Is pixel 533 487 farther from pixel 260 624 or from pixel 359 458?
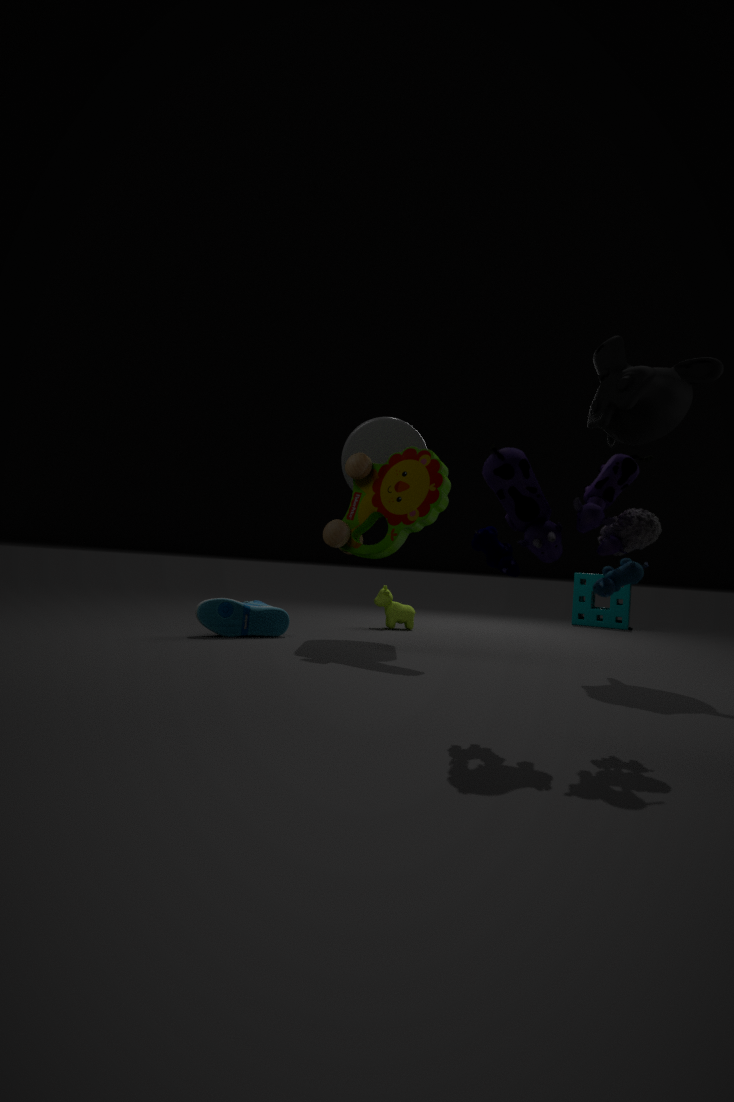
pixel 260 624
